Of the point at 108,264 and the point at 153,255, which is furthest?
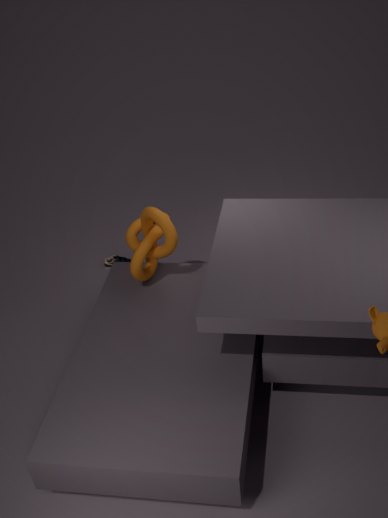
the point at 108,264
